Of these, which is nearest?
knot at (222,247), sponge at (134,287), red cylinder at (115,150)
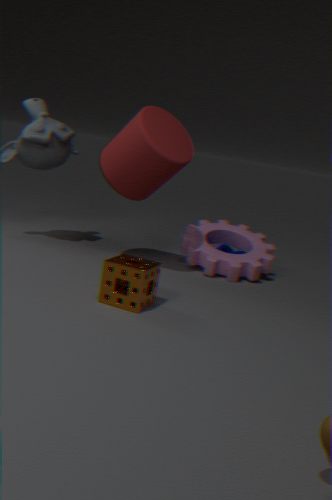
sponge at (134,287)
